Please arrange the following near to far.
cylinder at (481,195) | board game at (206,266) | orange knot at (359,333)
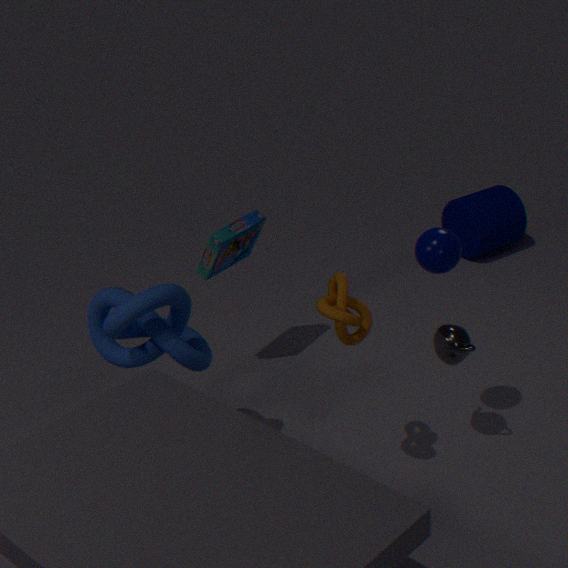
1. orange knot at (359,333)
2. board game at (206,266)
3. cylinder at (481,195)
